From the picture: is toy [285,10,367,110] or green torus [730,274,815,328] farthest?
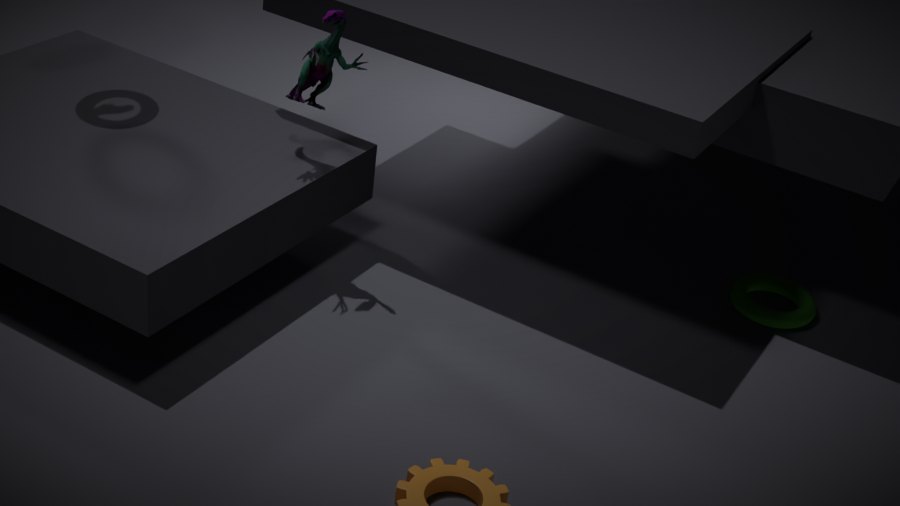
green torus [730,274,815,328]
